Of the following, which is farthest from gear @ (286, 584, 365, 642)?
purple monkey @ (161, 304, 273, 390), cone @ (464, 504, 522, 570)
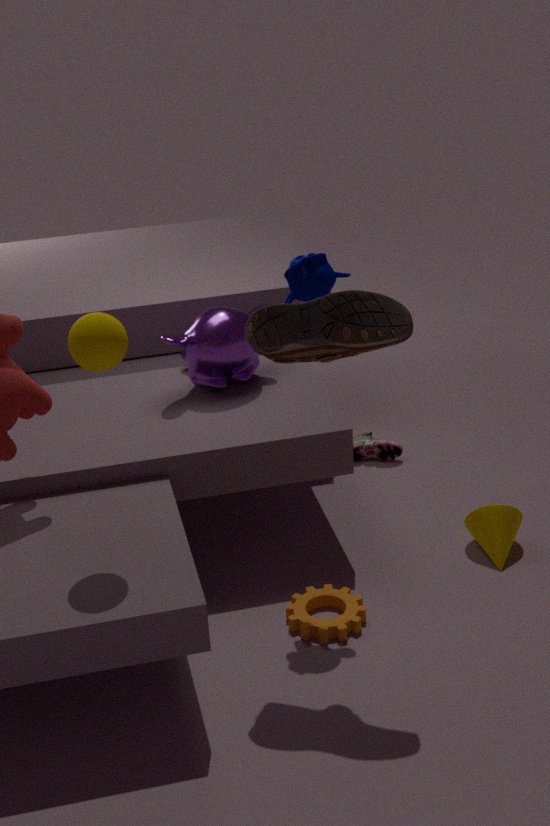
purple monkey @ (161, 304, 273, 390)
